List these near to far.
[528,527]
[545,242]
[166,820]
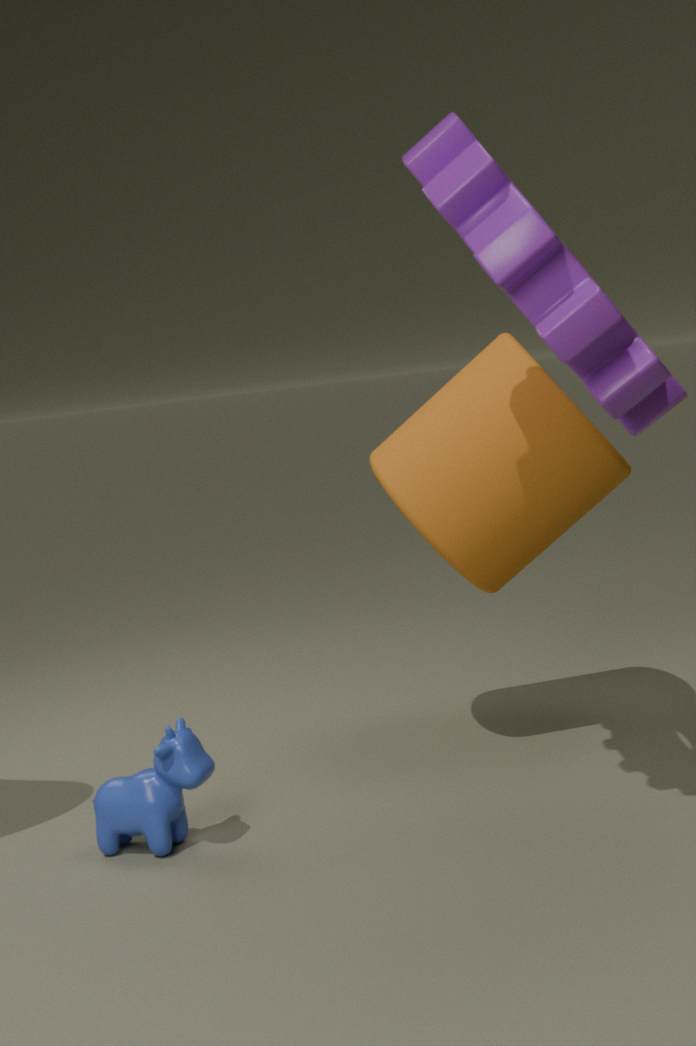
[545,242] < [166,820] < [528,527]
